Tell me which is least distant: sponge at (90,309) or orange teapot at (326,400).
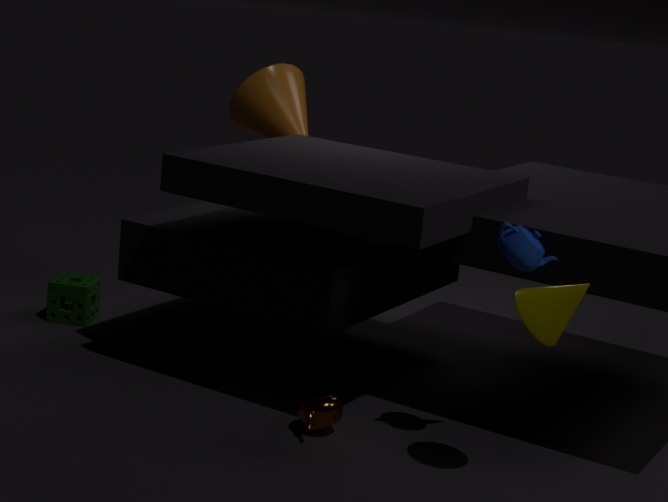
orange teapot at (326,400)
